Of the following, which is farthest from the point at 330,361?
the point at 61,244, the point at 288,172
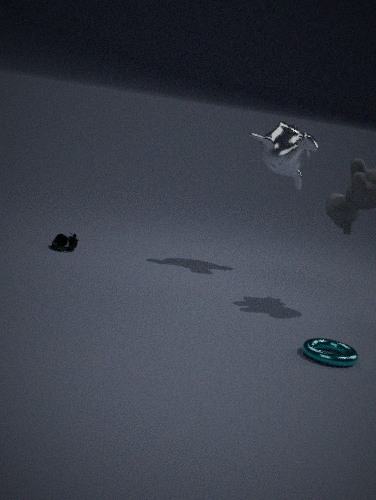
the point at 61,244
